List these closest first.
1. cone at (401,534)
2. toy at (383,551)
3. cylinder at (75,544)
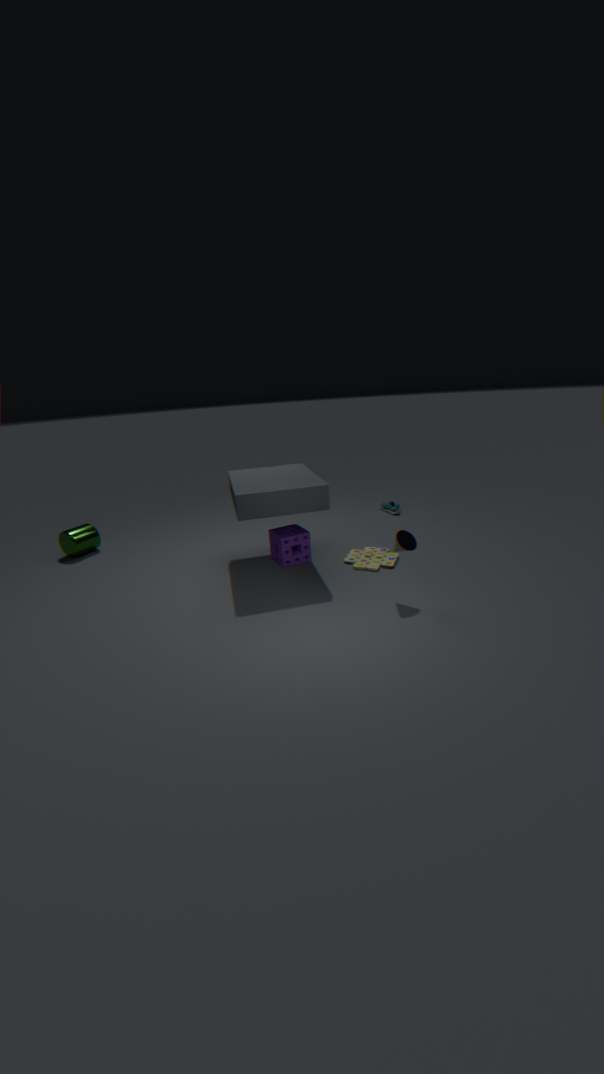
cone at (401,534) < toy at (383,551) < cylinder at (75,544)
